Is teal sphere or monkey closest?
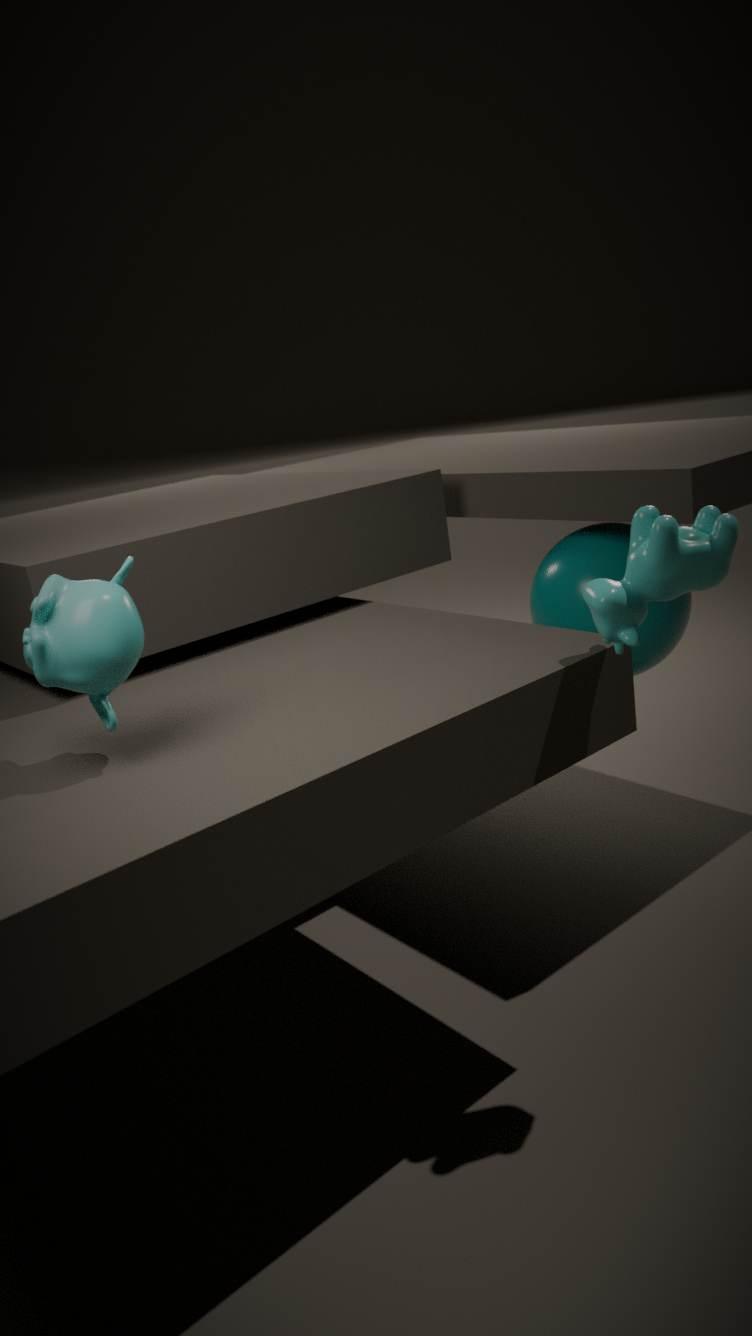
monkey
